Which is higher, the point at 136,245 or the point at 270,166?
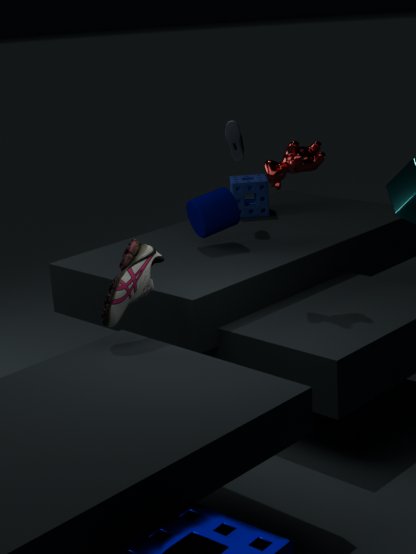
the point at 270,166
